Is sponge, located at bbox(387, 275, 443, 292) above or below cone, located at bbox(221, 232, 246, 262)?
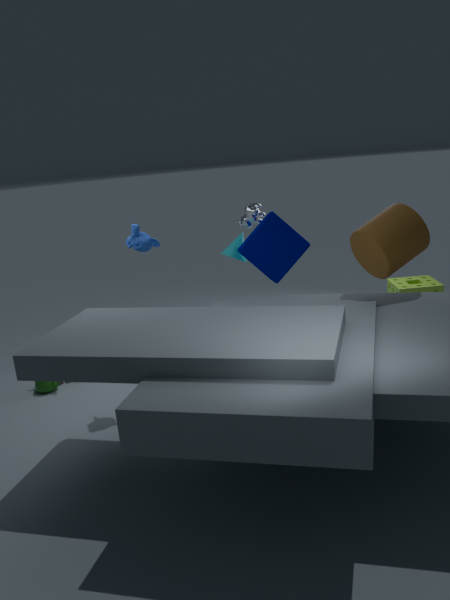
below
